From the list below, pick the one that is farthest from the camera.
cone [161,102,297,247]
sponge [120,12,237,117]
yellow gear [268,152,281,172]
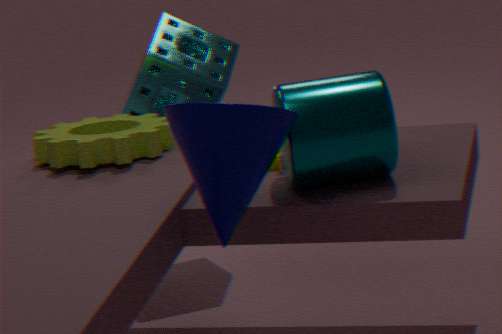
sponge [120,12,237,117]
